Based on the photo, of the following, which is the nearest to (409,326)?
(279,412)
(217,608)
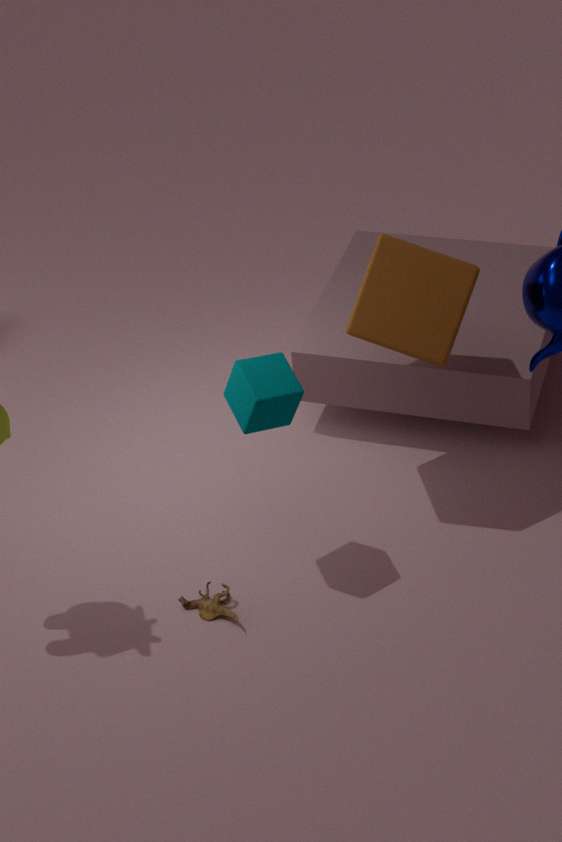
(279,412)
